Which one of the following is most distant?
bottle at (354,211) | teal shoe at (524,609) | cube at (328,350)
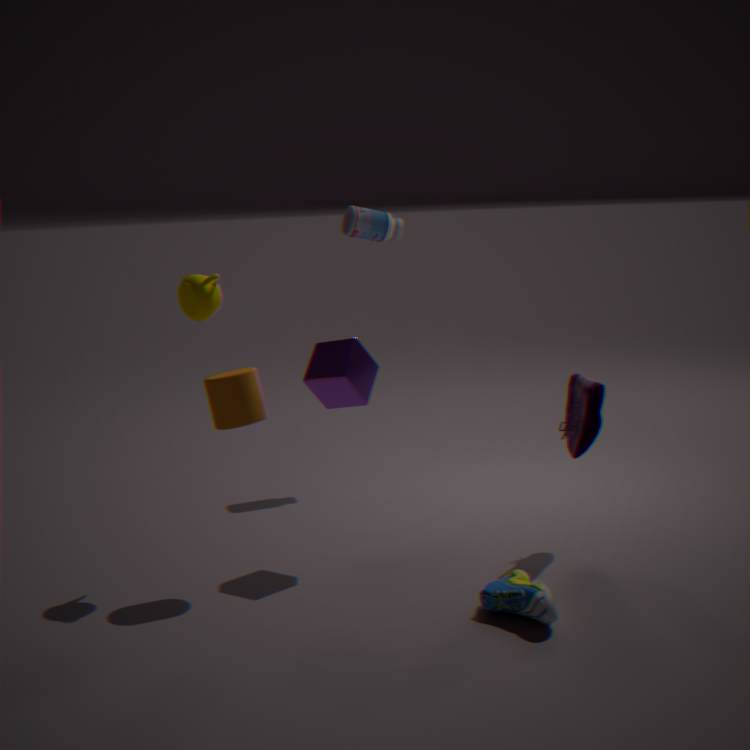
bottle at (354,211)
